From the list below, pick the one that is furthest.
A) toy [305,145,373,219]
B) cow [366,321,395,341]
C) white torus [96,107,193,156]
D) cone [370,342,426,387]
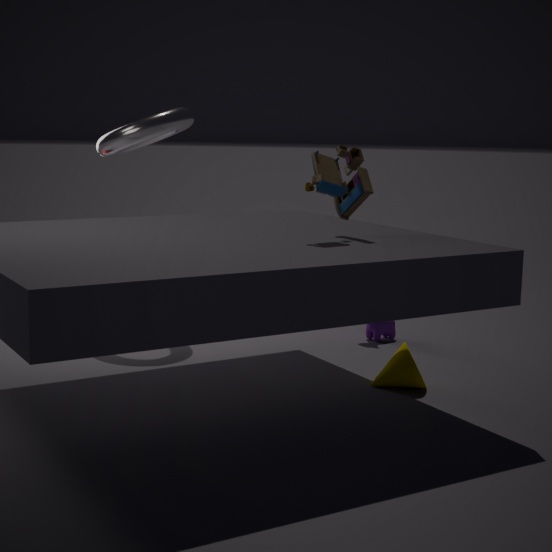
cow [366,321,395,341]
